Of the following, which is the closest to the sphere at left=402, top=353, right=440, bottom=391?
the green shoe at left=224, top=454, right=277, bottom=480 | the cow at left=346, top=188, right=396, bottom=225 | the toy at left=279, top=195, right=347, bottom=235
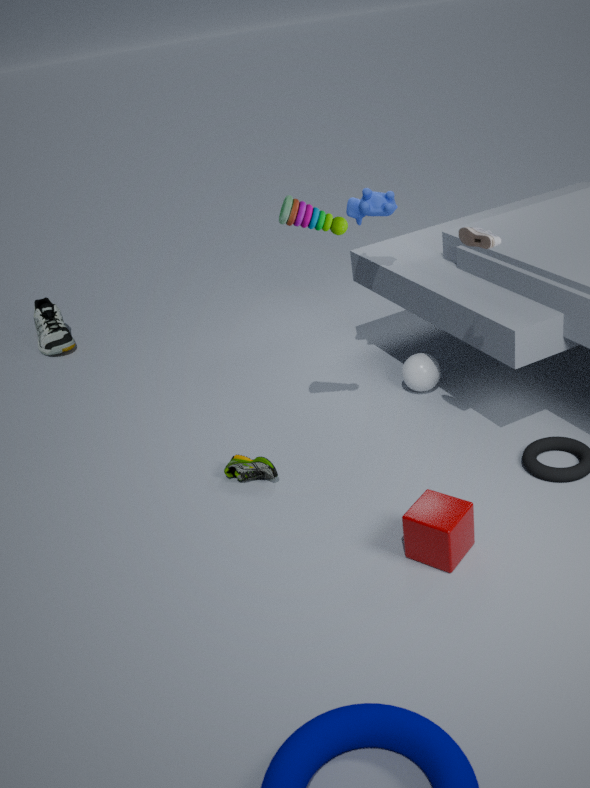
the cow at left=346, top=188, right=396, bottom=225
